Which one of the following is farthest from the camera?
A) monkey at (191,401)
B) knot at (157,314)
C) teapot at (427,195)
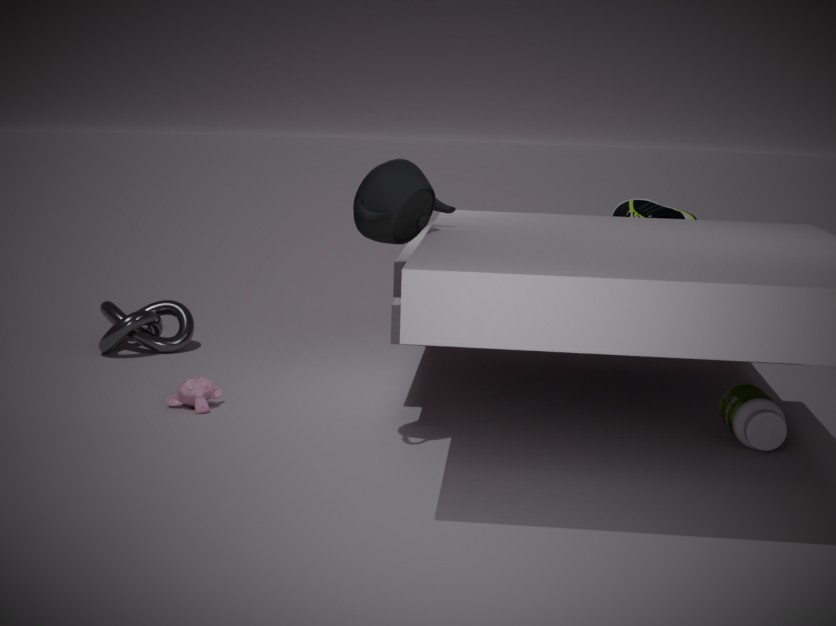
knot at (157,314)
